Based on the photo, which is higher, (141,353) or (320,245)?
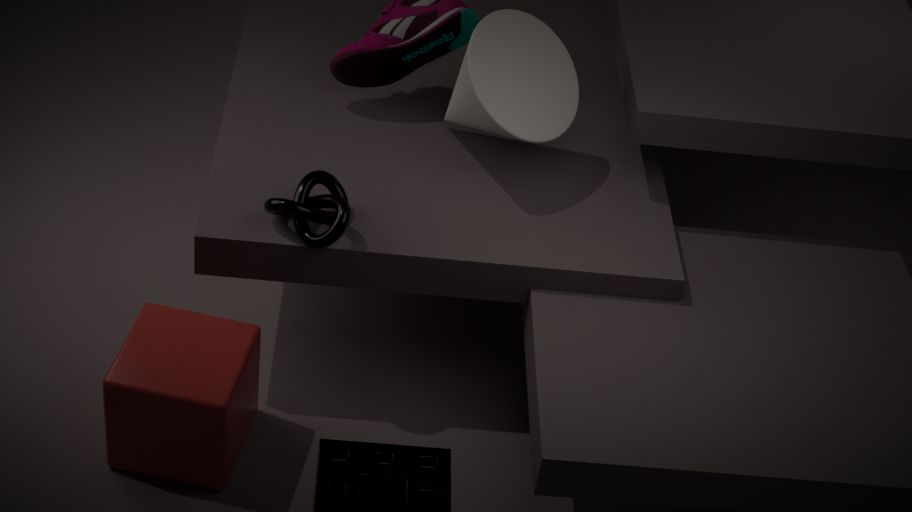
(320,245)
